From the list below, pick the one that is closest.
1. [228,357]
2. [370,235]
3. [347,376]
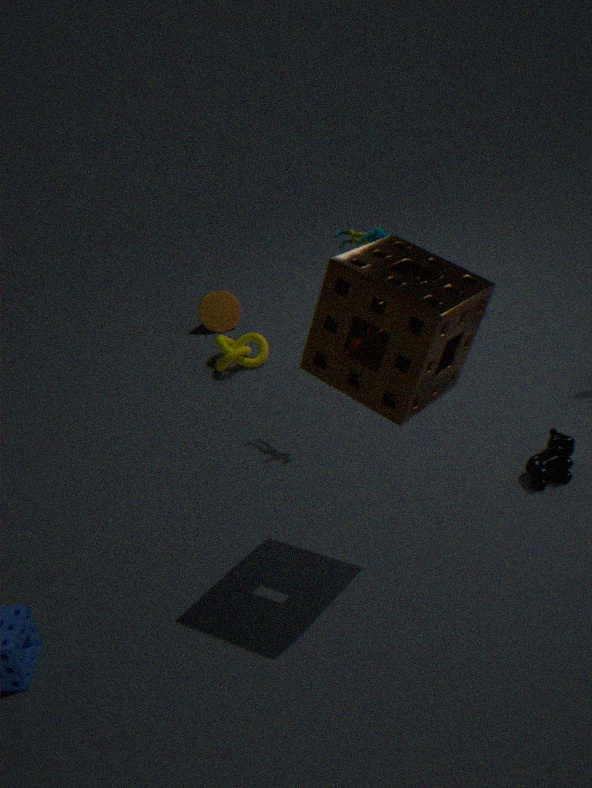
[347,376]
